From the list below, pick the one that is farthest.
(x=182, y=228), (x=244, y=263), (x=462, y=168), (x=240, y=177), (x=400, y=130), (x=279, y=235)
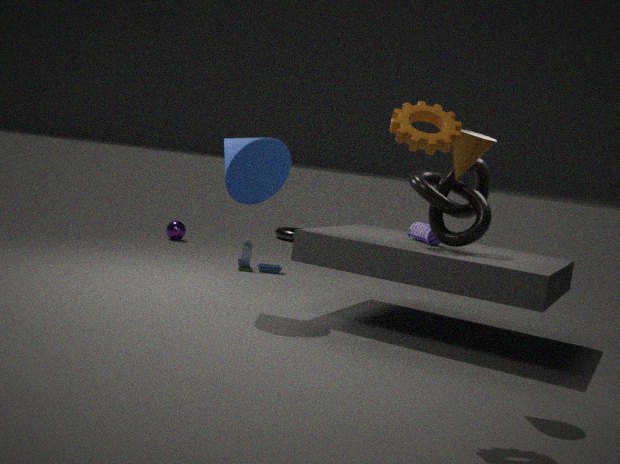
(x=279, y=235)
